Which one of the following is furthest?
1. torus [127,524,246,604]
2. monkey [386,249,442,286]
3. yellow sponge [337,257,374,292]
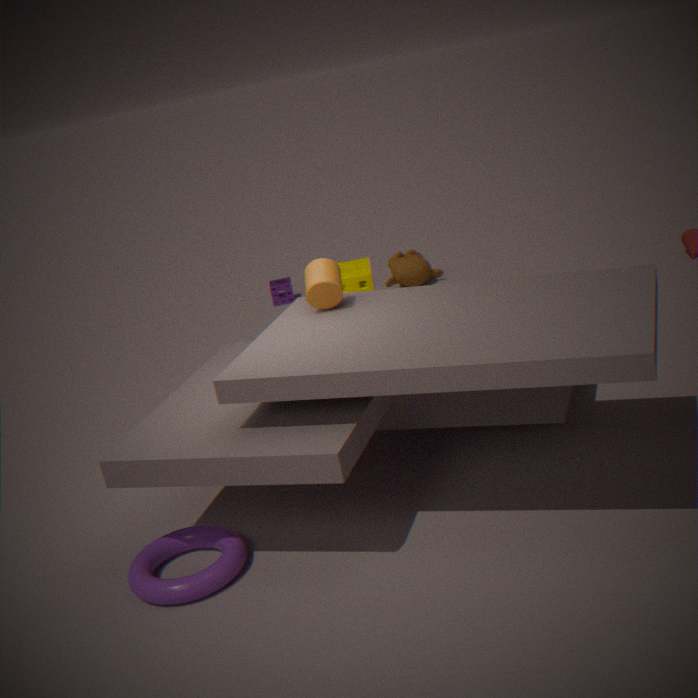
monkey [386,249,442,286]
